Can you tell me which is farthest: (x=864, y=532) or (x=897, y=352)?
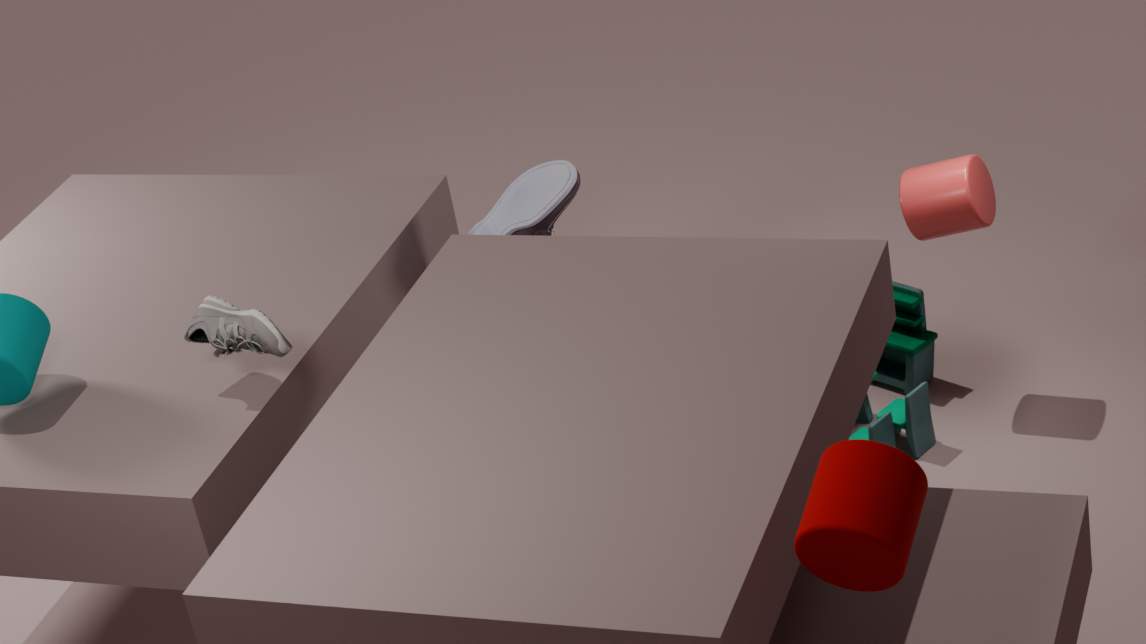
(x=897, y=352)
